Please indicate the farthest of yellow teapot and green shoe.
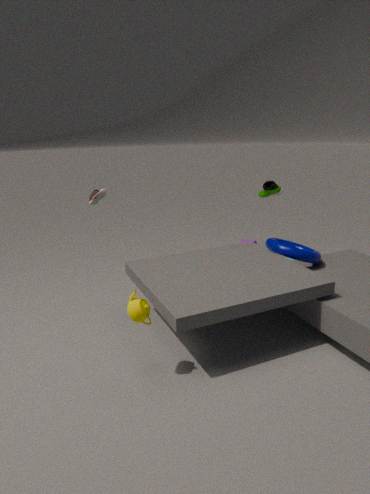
green shoe
